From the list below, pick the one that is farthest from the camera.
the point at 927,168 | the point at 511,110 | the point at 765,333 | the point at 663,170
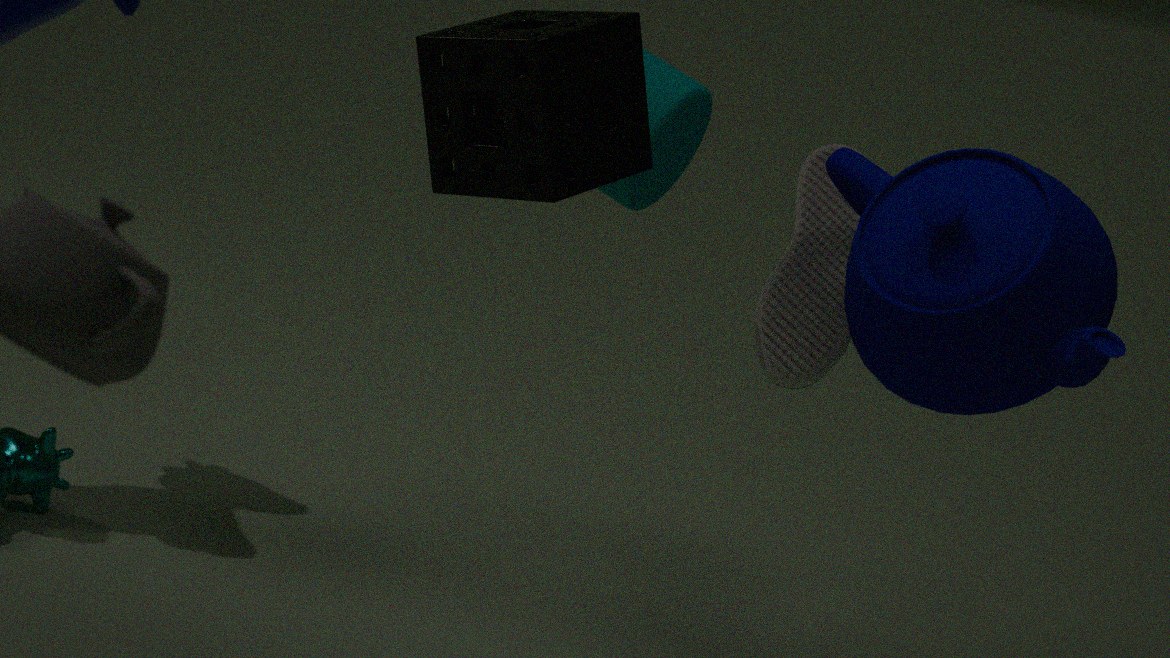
the point at 765,333
